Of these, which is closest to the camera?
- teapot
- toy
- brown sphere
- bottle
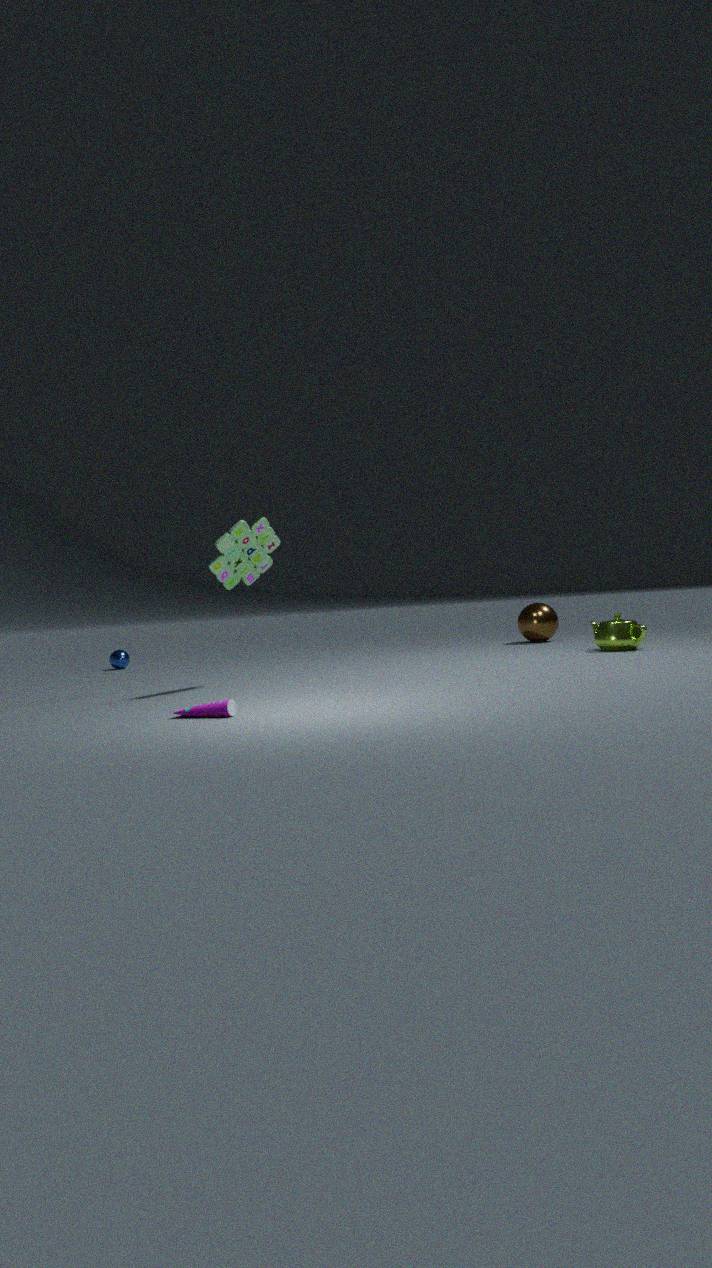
bottle
